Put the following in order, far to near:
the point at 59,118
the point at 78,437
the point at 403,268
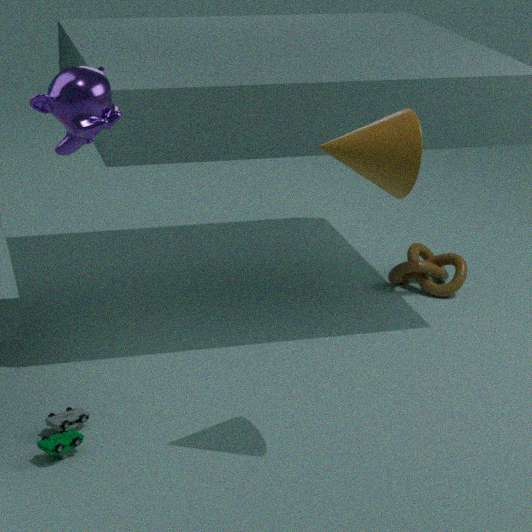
1. the point at 403,268
2. the point at 78,437
3. the point at 59,118
